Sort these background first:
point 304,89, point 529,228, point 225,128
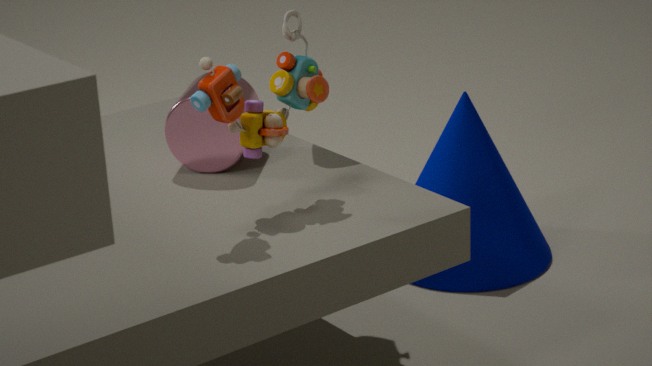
point 529,228 < point 225,128 < point 304,89
